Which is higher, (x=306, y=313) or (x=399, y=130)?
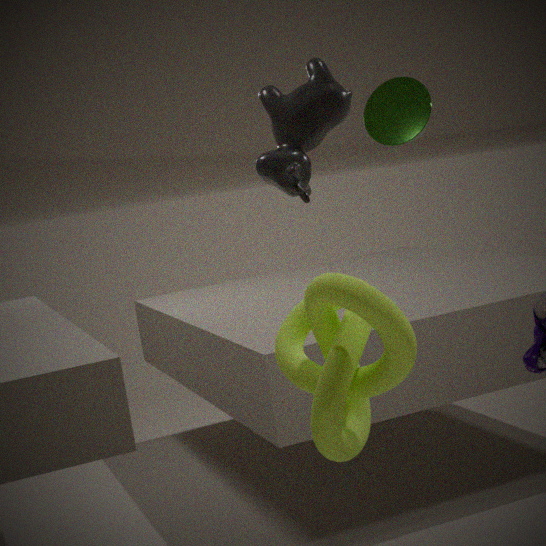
(x=399, y=130)
